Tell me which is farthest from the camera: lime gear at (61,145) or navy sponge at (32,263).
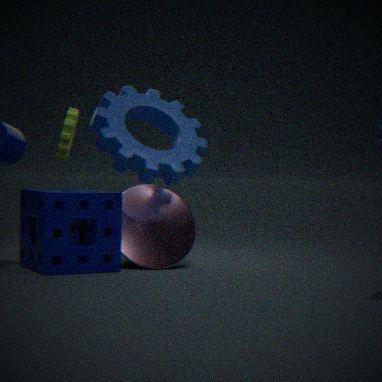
lime gear at (61,145)
